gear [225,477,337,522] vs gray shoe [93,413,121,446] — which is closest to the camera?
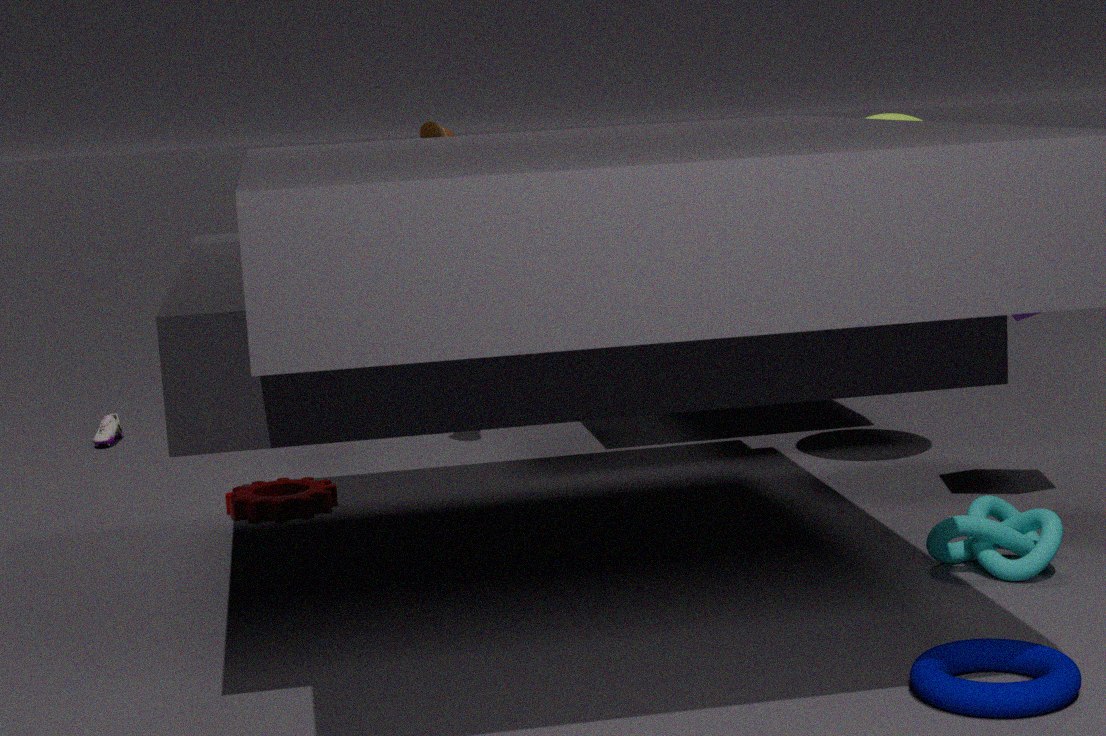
gear [225,477,337,522]
